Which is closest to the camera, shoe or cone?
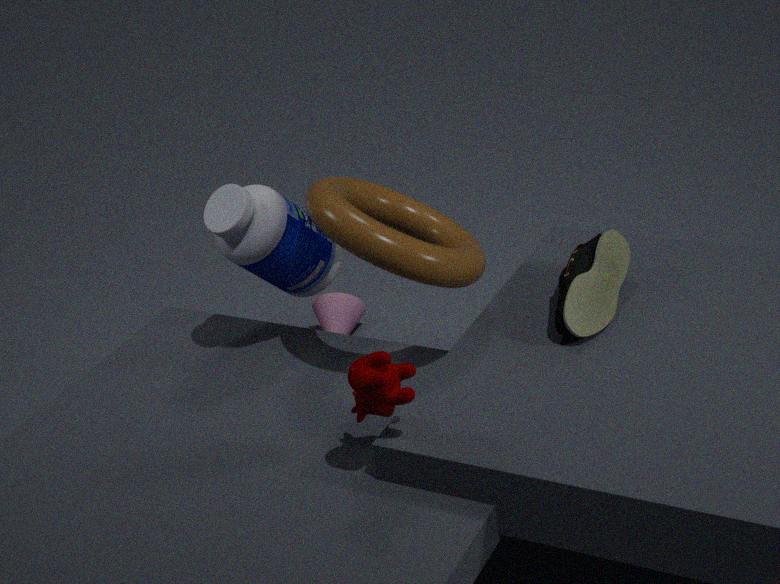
shoe
